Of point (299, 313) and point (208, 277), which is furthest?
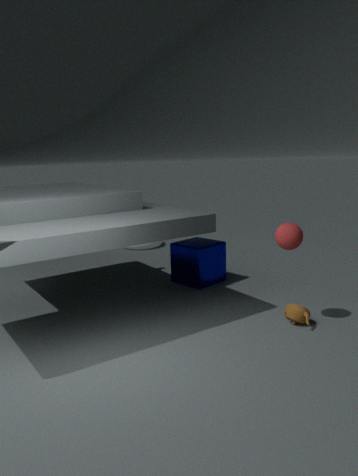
point (208, 277)
